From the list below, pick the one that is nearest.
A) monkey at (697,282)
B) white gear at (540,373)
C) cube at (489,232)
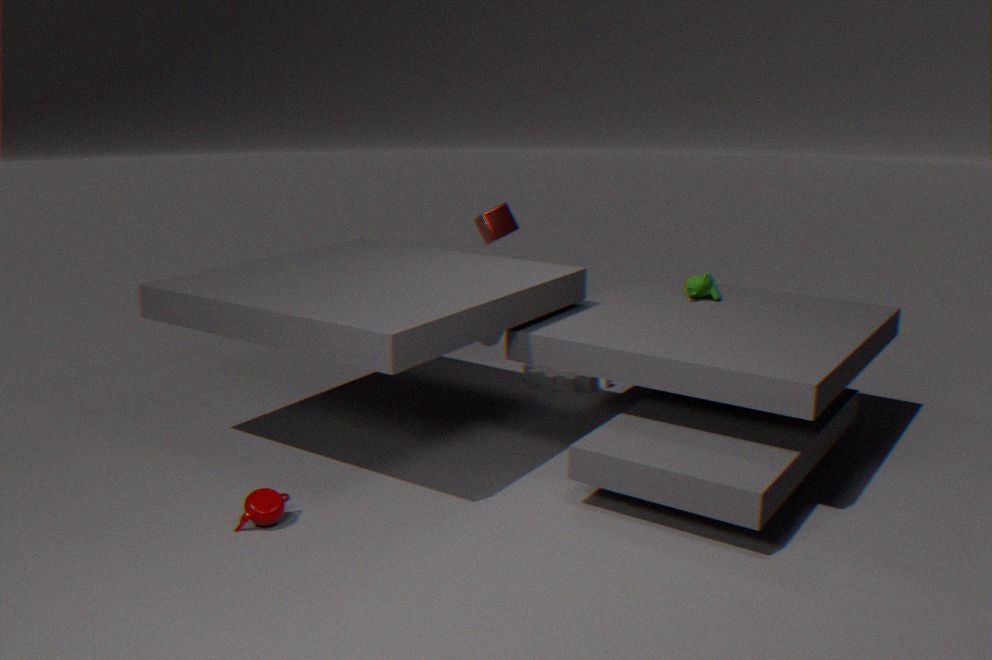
monkey at (697,282)
